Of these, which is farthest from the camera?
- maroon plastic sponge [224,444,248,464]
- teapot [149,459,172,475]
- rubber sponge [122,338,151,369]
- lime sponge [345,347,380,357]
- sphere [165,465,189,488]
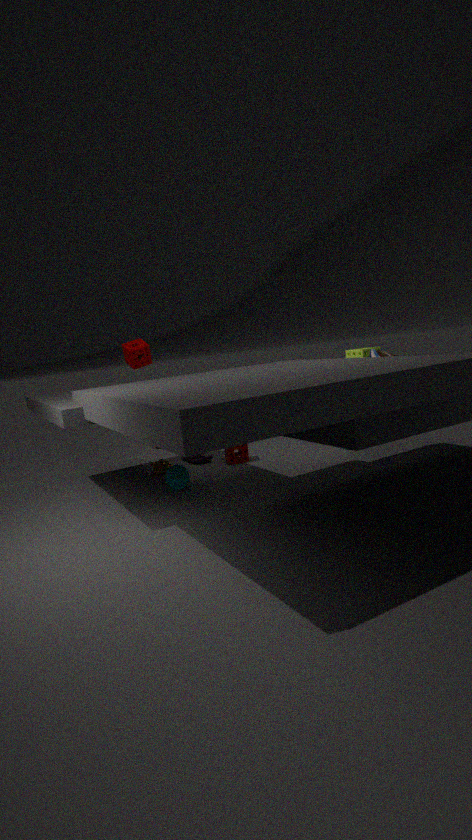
rubber sponge [122,338,151,369]
